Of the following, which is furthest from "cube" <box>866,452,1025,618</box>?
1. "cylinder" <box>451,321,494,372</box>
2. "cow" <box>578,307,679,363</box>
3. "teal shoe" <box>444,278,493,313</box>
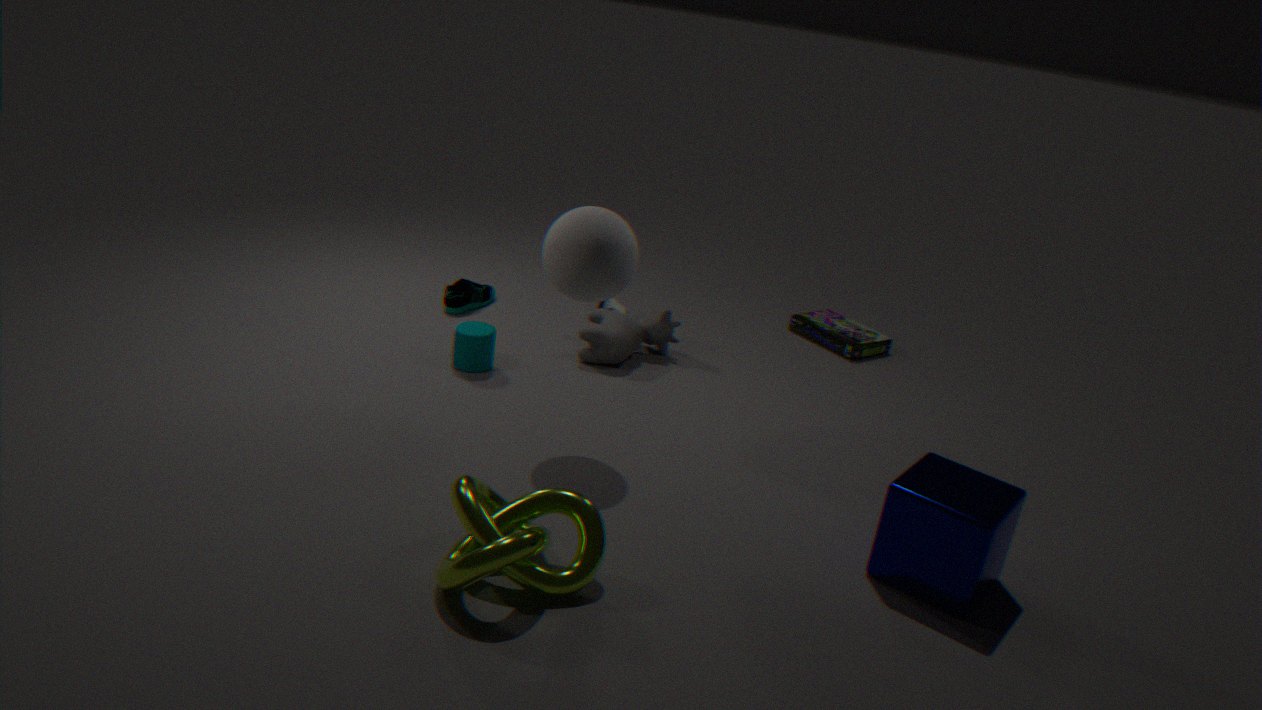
"teal shoe" <box>444,278,493,313</box>
